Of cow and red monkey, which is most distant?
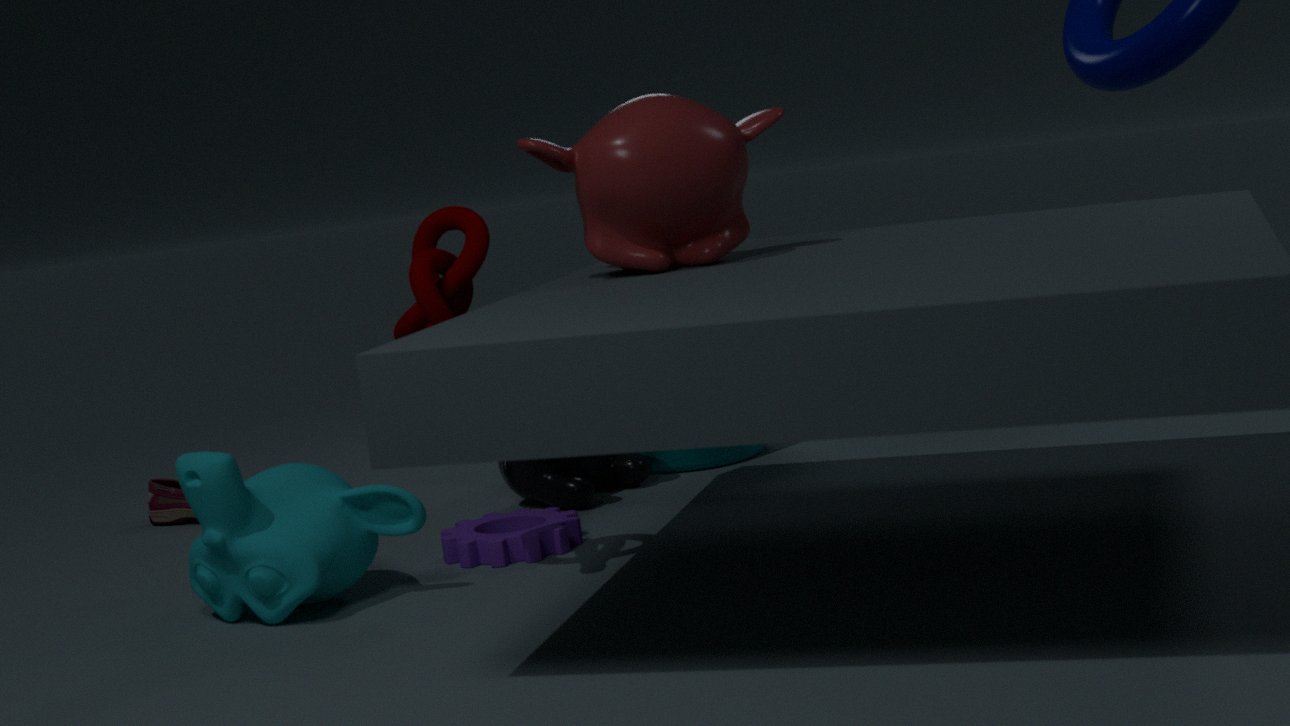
cow
